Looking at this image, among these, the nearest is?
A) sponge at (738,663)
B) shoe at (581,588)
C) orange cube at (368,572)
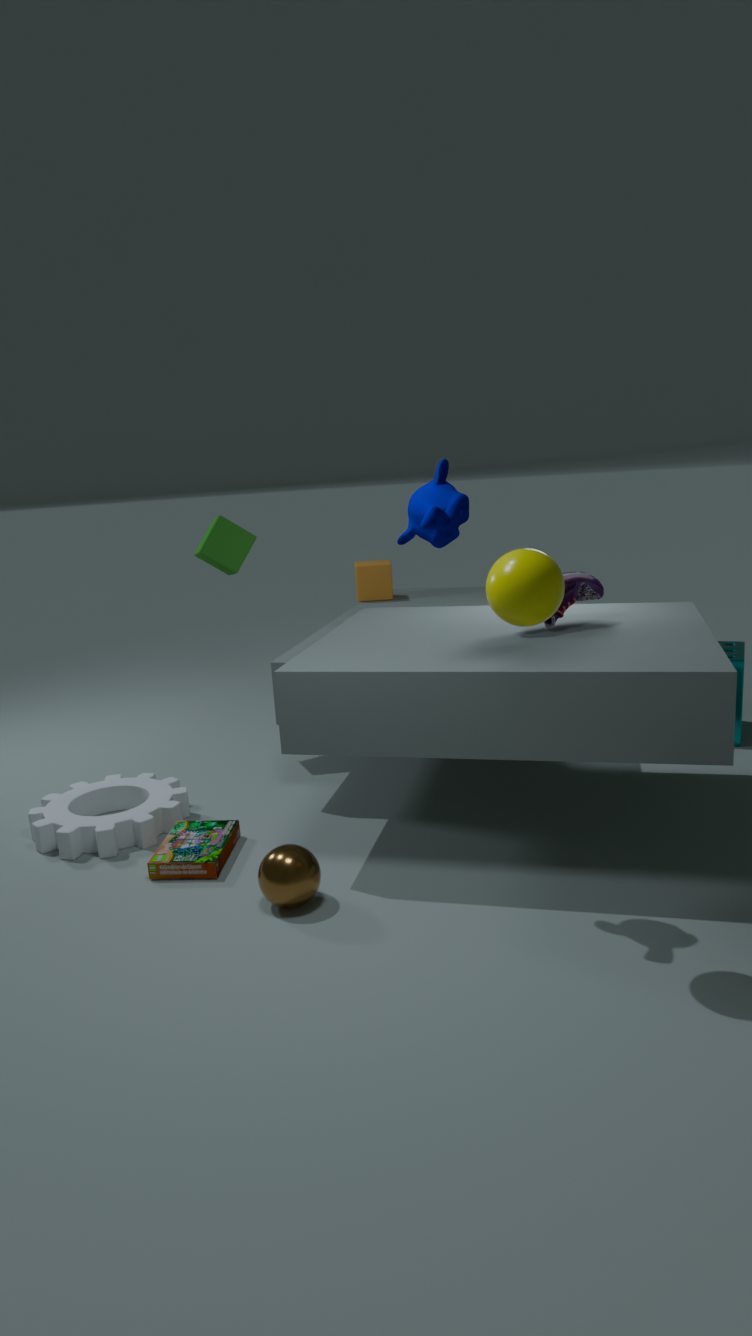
shoe at (581,588)
